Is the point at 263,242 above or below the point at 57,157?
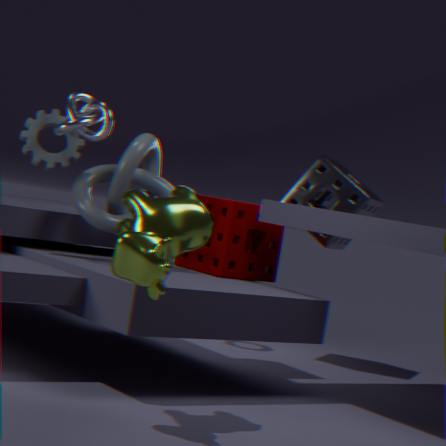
below
